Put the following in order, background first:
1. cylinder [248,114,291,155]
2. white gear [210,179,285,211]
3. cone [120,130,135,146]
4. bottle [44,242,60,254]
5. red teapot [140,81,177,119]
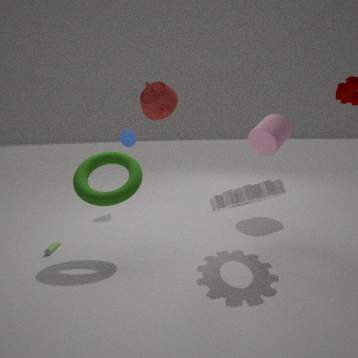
cone [120,130,135,146]
cylinder [248,114,291,155]
bottle [44,242,60,254]
white gear [210,179,285,211]
red teapot [140,81,177,119]
